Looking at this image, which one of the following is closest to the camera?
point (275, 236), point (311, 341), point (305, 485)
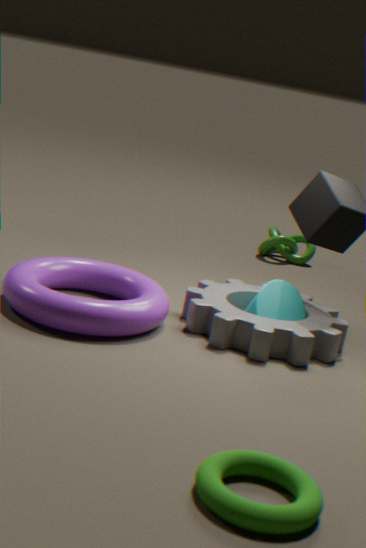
point (305, 485)
